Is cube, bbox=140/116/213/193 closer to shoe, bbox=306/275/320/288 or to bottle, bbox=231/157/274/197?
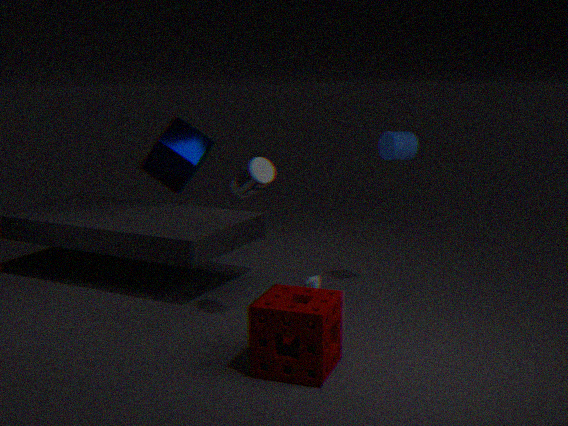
shoe, bbox=306/275/320/288
